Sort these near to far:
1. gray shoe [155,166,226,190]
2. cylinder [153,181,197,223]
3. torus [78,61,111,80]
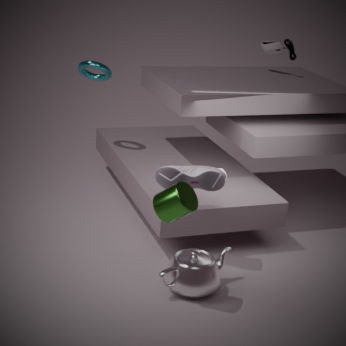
1. cylinder [153,181,197,223]
2. gray shoe [155,166,226,190]
3. torus [78,61,111,80]
